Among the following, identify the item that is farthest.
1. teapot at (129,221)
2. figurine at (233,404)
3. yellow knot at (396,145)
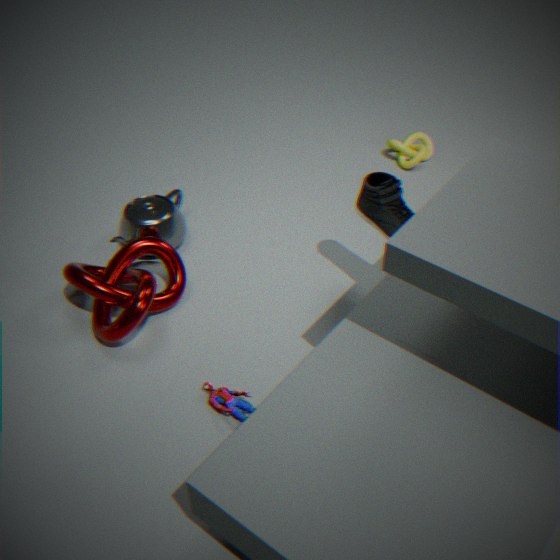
yellow knot at (396,145)
